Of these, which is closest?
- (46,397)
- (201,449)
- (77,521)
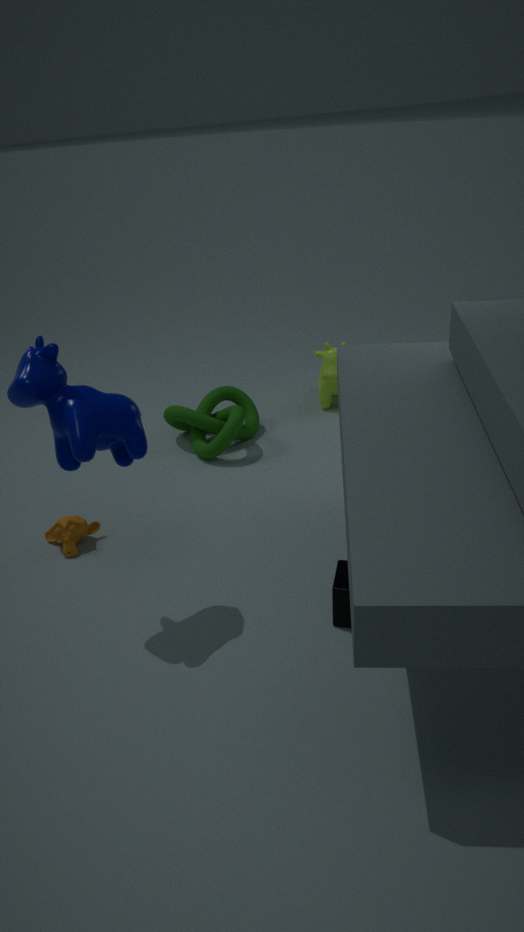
(46,397)
